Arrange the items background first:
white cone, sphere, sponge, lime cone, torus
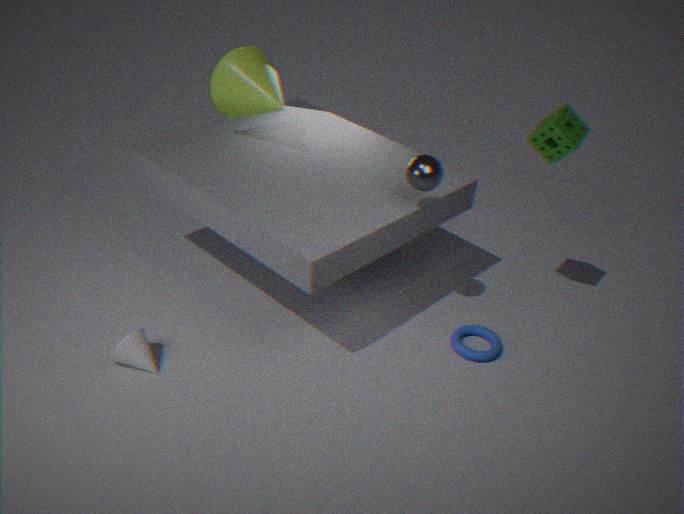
lime cone → torus → sponge → sphere → white cone
